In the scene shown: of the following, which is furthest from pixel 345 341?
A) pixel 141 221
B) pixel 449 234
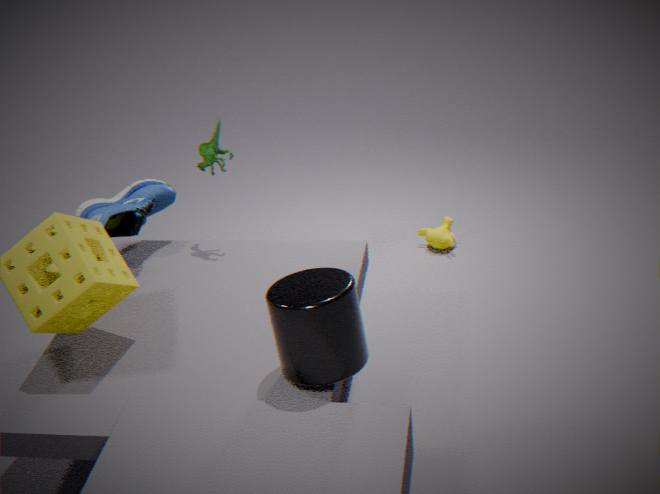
pixel 449 234
